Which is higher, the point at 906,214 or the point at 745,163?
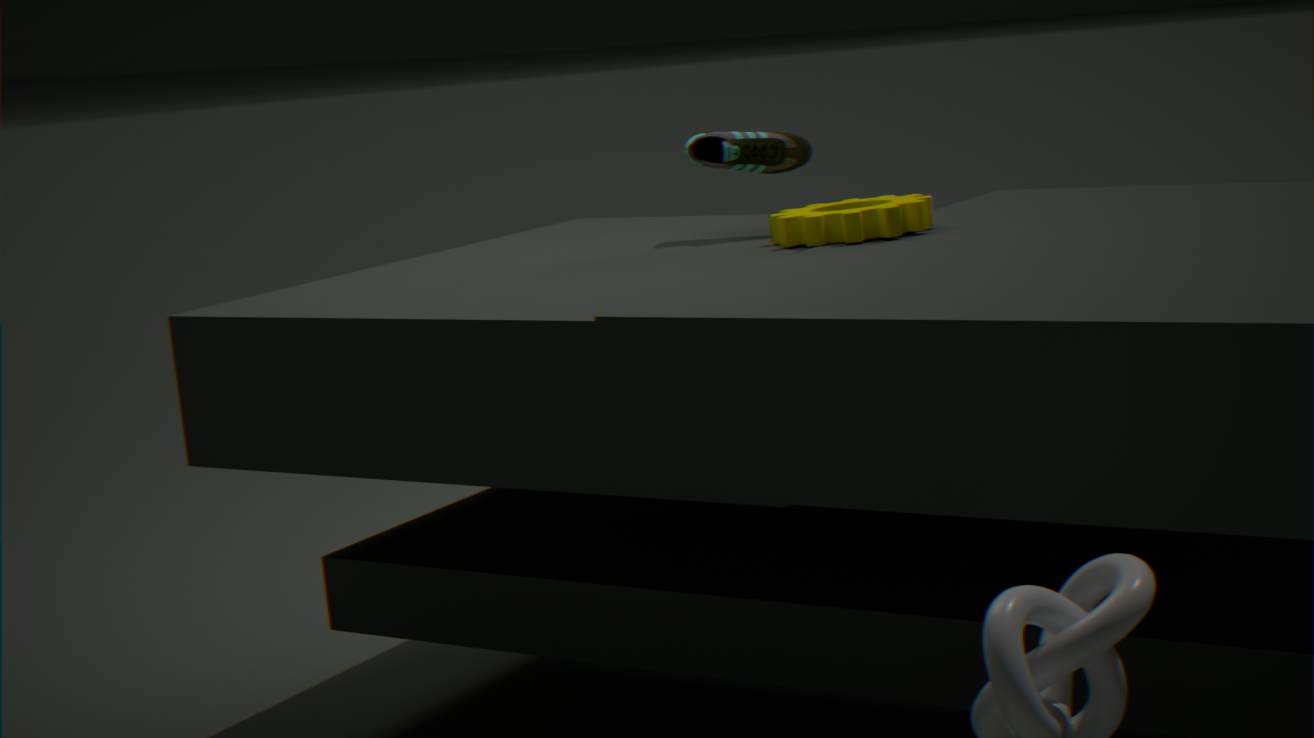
the point at 745,163
